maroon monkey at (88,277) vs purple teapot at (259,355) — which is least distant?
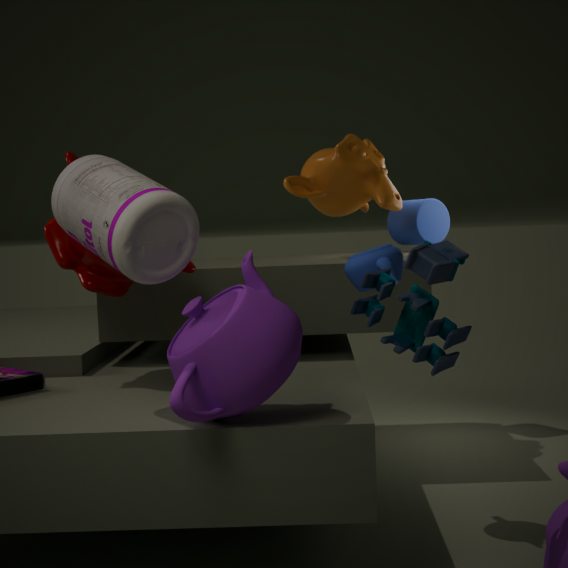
purple teapot at (259,355)
